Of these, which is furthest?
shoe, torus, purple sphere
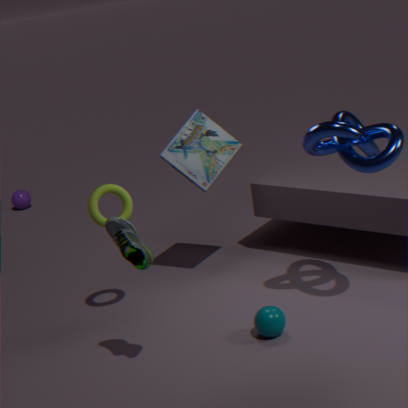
purple sphere
